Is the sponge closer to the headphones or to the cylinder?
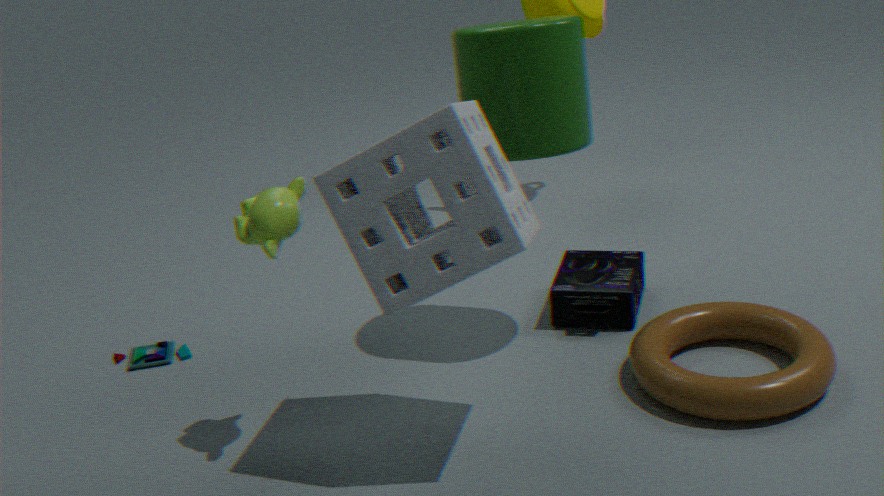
the cylinder
